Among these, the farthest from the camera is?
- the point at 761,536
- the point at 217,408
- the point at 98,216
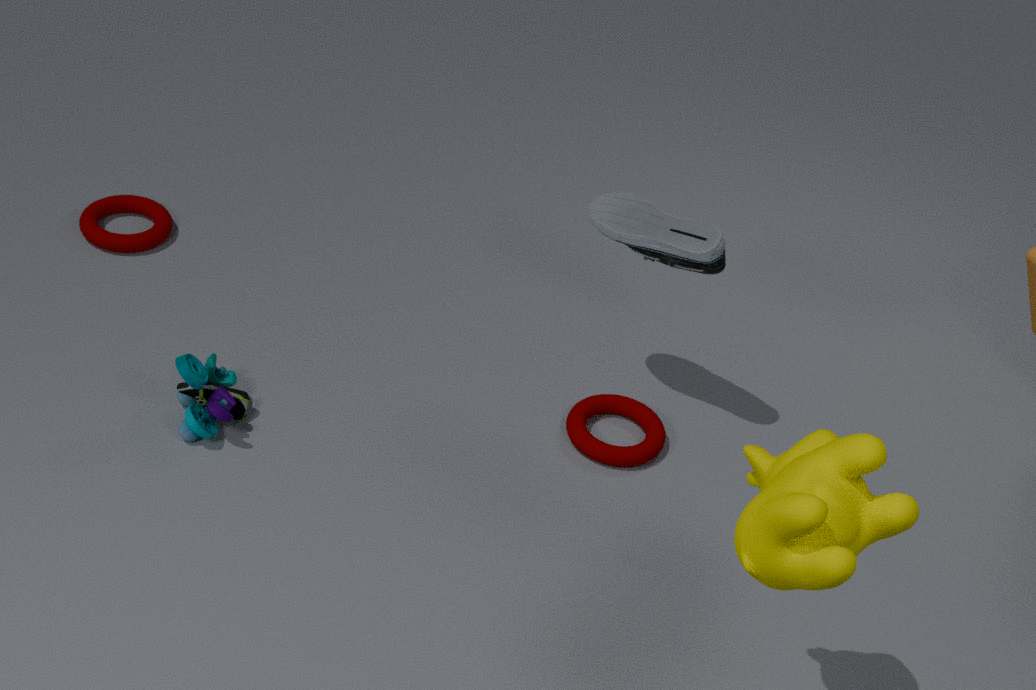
the point at 98,216
